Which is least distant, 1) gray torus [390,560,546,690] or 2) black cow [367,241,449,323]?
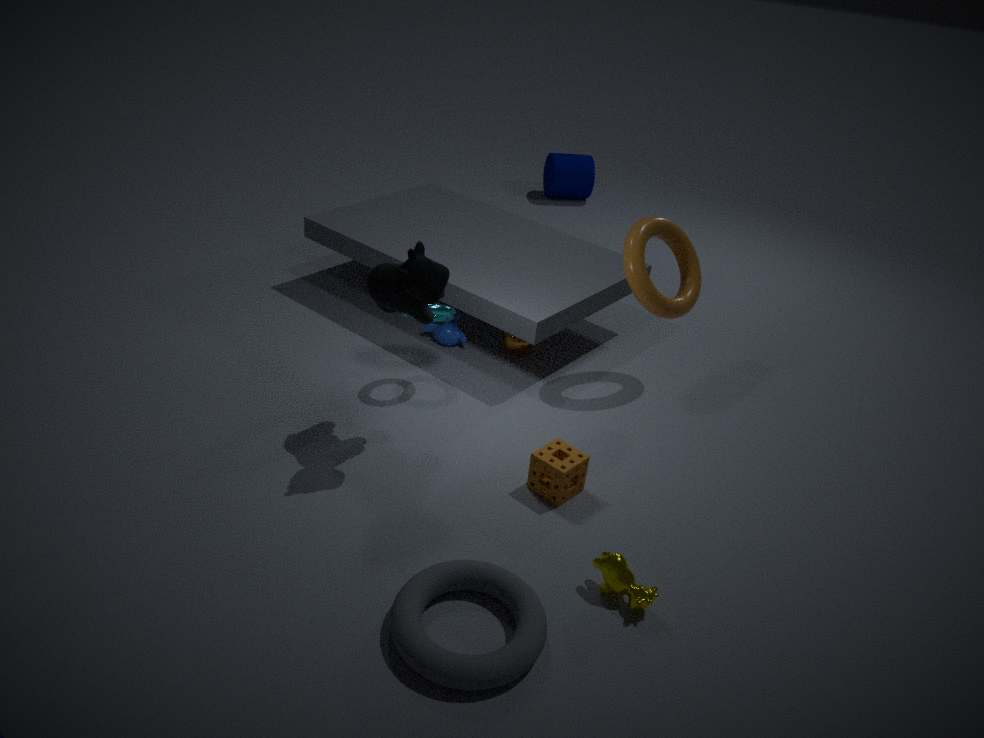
1. gray torus [390,560,546,690]
